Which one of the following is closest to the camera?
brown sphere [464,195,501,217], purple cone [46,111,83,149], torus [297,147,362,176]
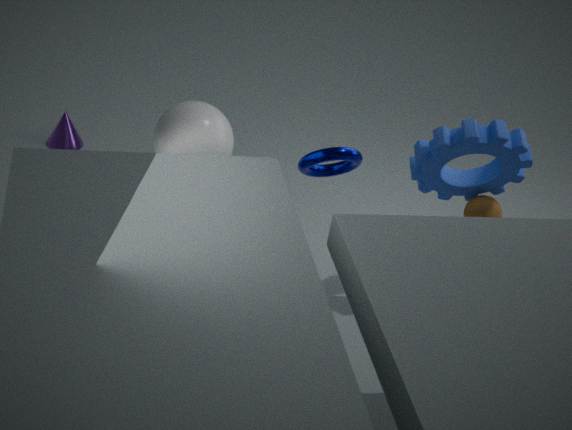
torus [297,147,362,176]
